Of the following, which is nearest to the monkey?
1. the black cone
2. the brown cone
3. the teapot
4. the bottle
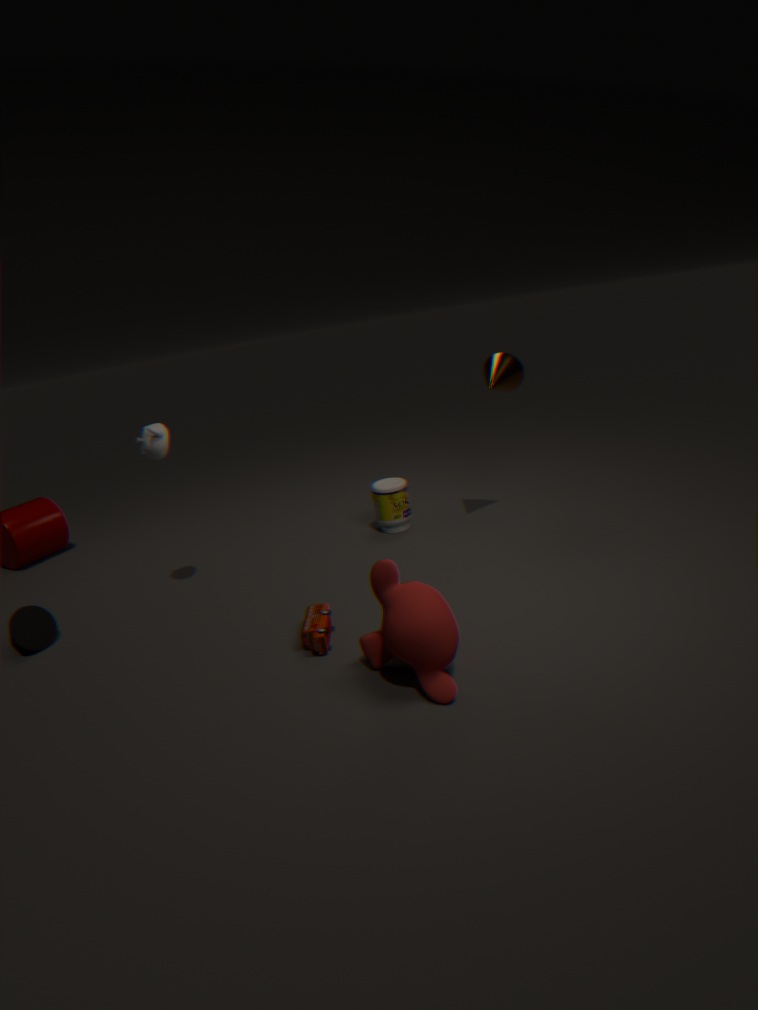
the bottle
